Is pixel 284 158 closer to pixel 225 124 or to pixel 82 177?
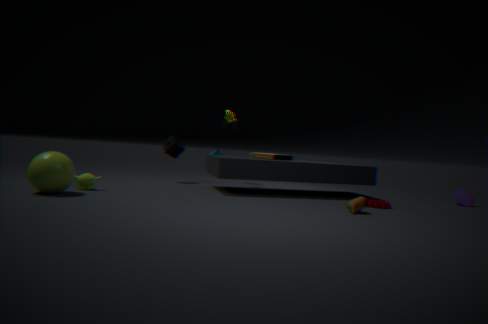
pixel 225 124
